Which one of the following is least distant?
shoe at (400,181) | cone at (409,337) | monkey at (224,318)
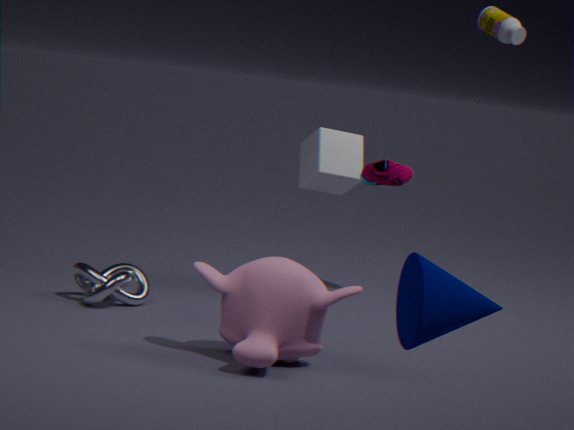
cone at (409,337)
